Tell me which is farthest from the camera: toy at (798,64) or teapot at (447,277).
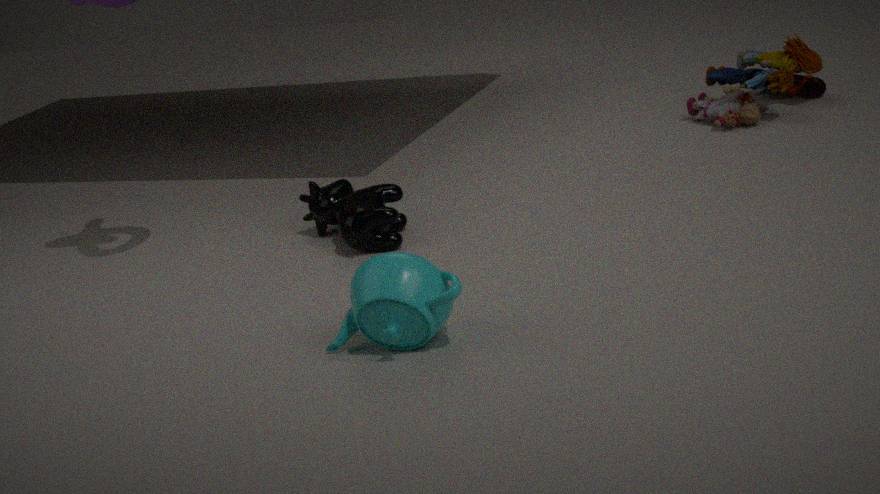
Result: toy at (798,64)
